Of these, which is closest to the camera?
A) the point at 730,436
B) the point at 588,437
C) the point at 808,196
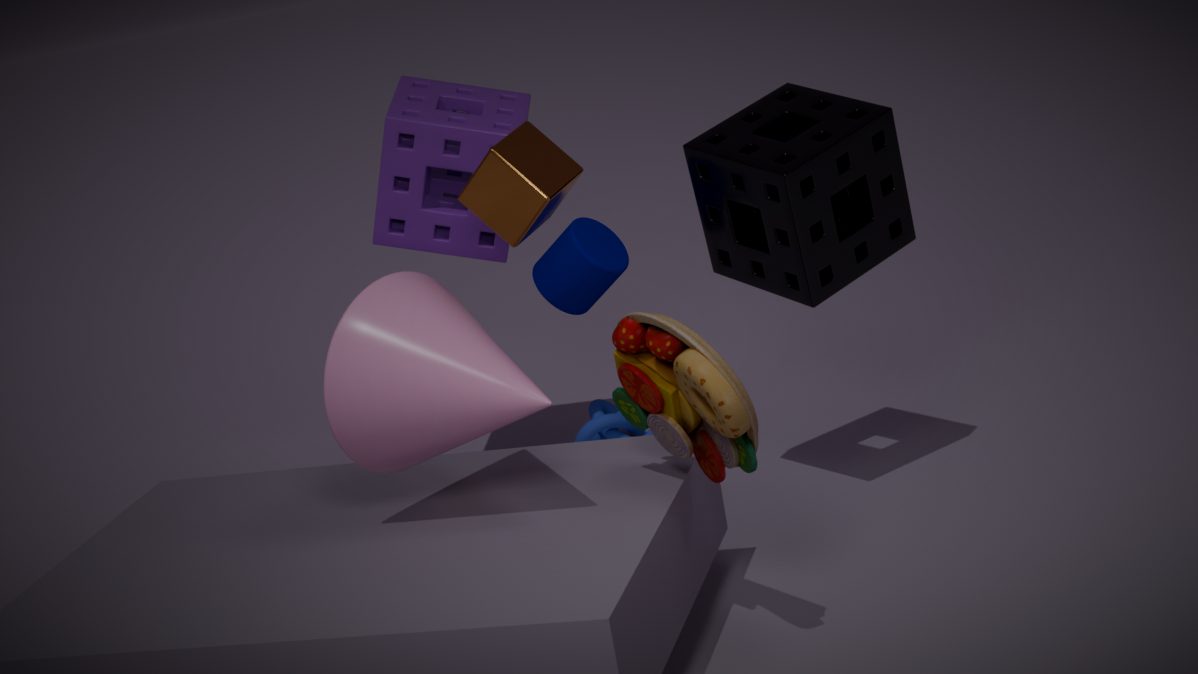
the point at 730,436
